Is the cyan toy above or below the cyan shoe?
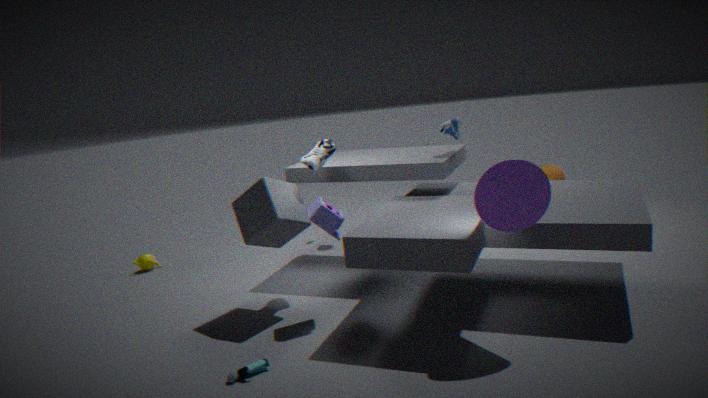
below
